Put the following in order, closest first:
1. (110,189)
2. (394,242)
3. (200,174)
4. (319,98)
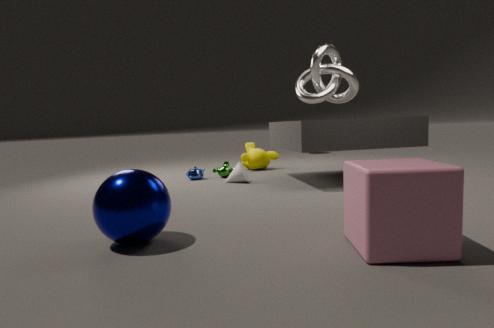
1. (394,242)
2. (110,189)
3. (319,98)
4. (200,174)
